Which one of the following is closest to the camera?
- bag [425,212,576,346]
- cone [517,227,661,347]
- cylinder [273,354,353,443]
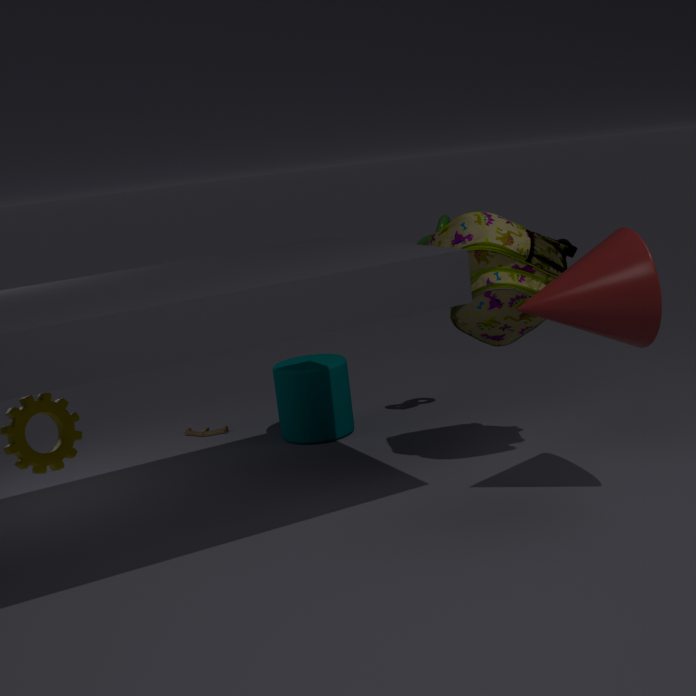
cone [517,227,661,347]
